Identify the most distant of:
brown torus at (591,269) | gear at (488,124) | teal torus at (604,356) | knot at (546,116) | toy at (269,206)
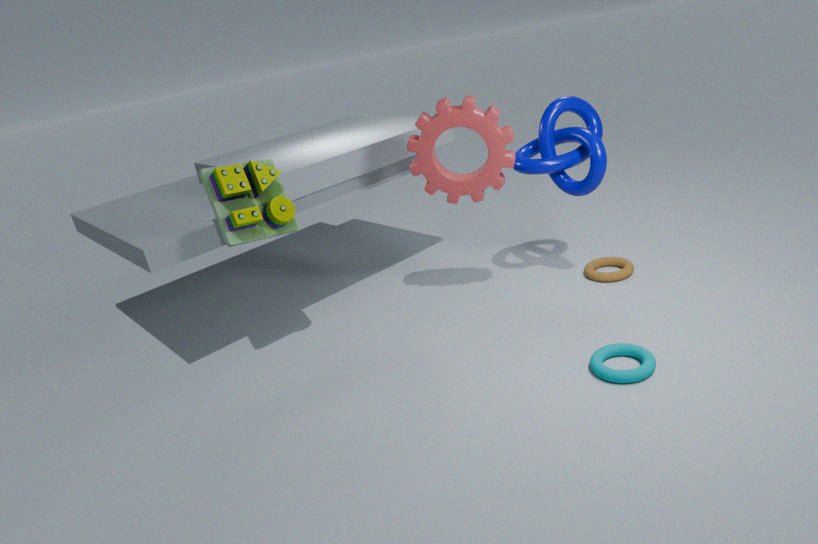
brown torus at (591,269)
